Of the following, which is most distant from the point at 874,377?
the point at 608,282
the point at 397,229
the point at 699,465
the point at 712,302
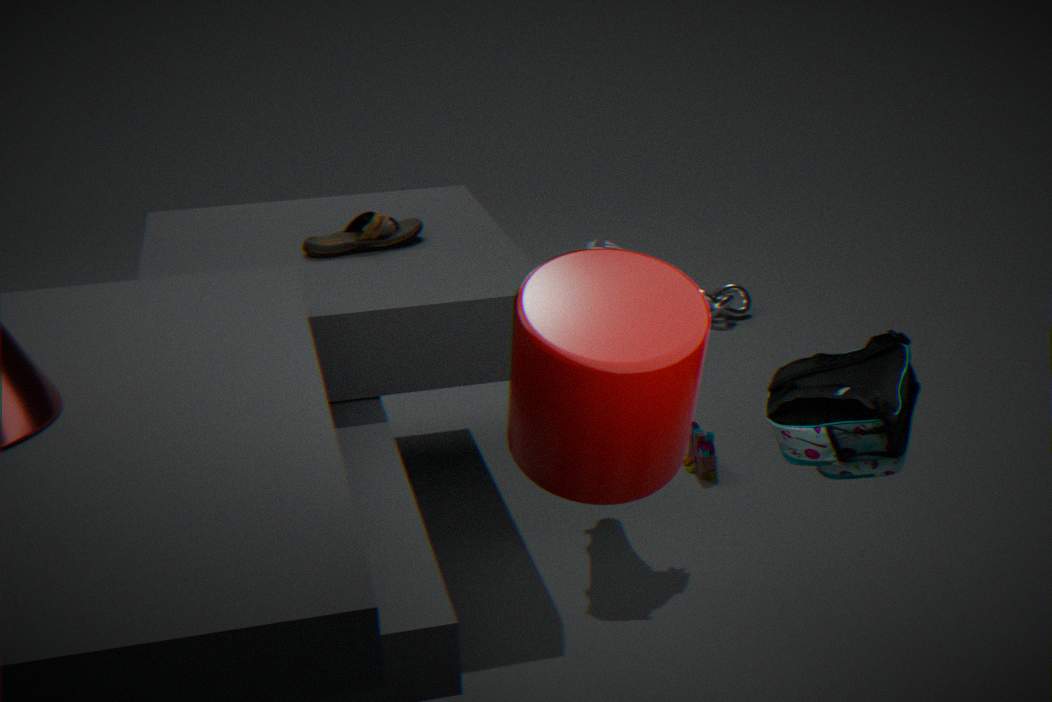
the point at 712,302
